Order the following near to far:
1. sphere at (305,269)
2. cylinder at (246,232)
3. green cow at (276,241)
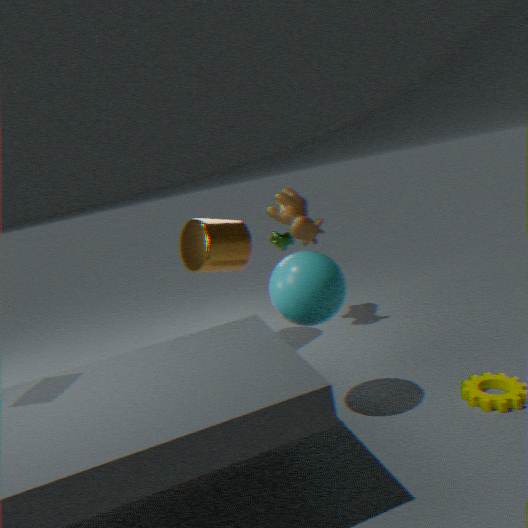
sphere at (305,269) < cylinder at (246,232) < green cow at (276,241)
